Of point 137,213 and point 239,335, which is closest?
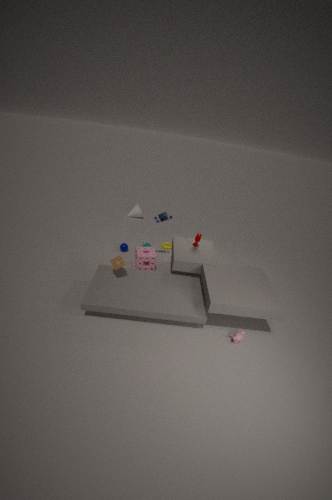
point 239,335
